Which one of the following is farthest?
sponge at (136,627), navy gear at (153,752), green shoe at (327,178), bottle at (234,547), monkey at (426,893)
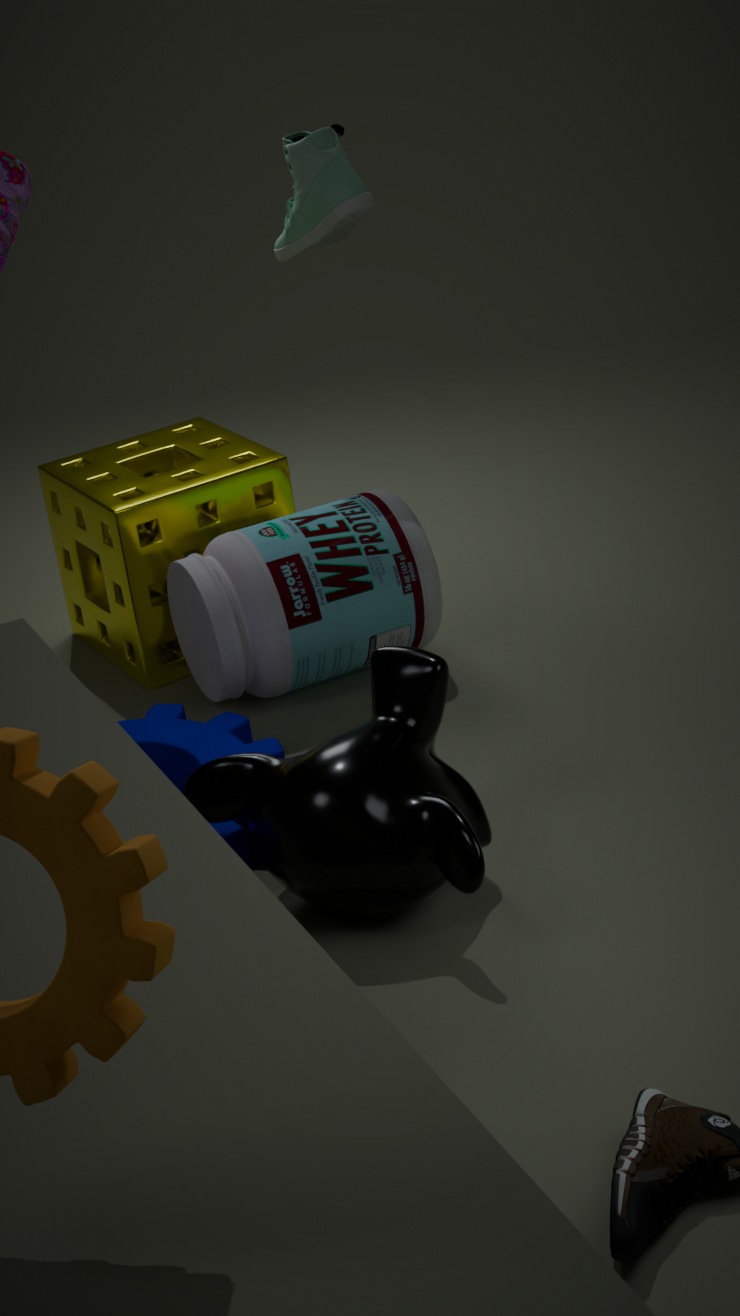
sponge at (136,627)
